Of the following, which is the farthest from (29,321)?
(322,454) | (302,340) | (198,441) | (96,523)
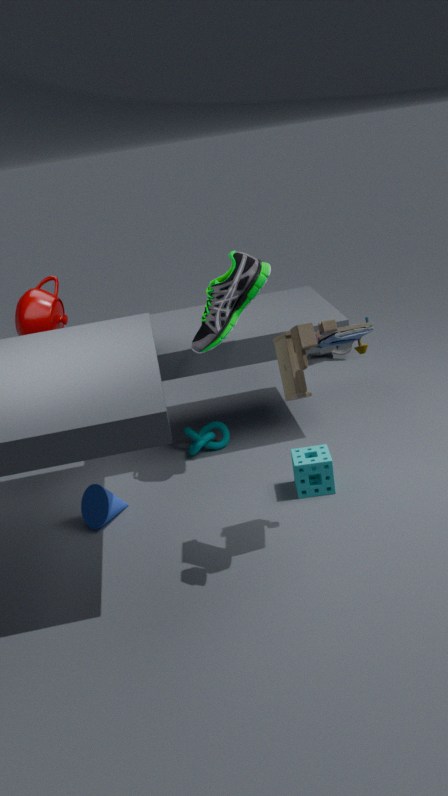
(302,340)
